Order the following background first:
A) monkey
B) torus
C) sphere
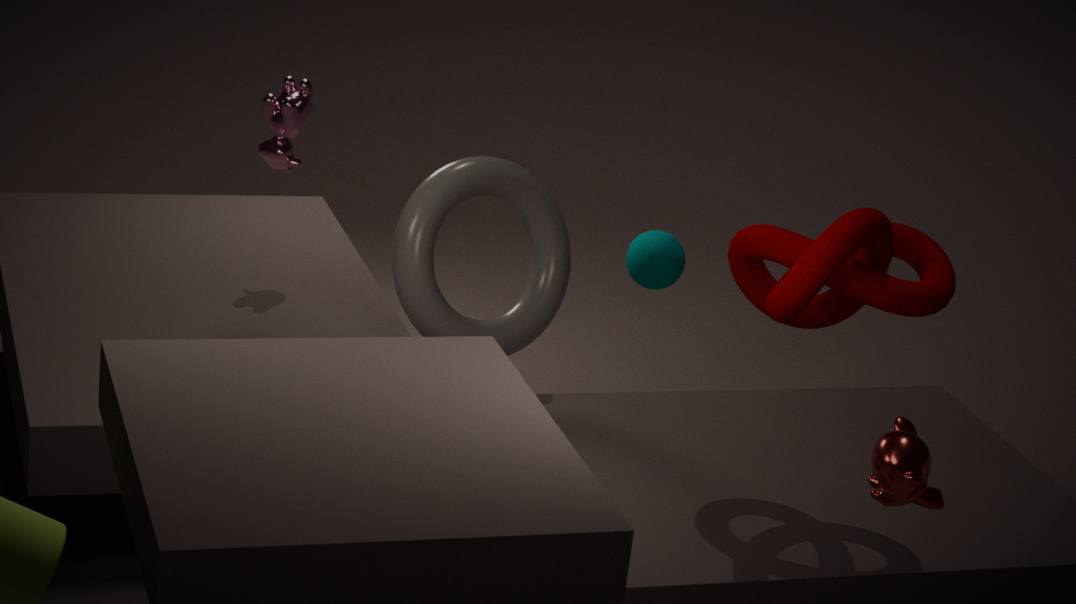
sphere
torus
monkey
